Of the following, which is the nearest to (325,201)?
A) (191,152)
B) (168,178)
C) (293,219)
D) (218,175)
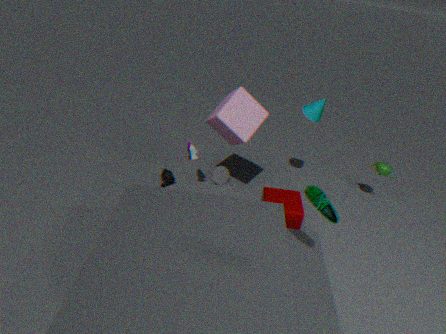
(293,219)
